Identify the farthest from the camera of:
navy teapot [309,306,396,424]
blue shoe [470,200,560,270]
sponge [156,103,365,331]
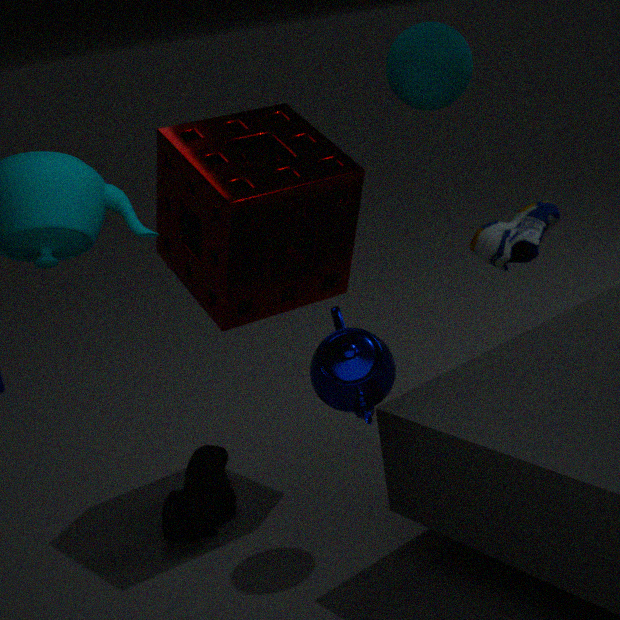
blue shoe [470,200,560,270]
